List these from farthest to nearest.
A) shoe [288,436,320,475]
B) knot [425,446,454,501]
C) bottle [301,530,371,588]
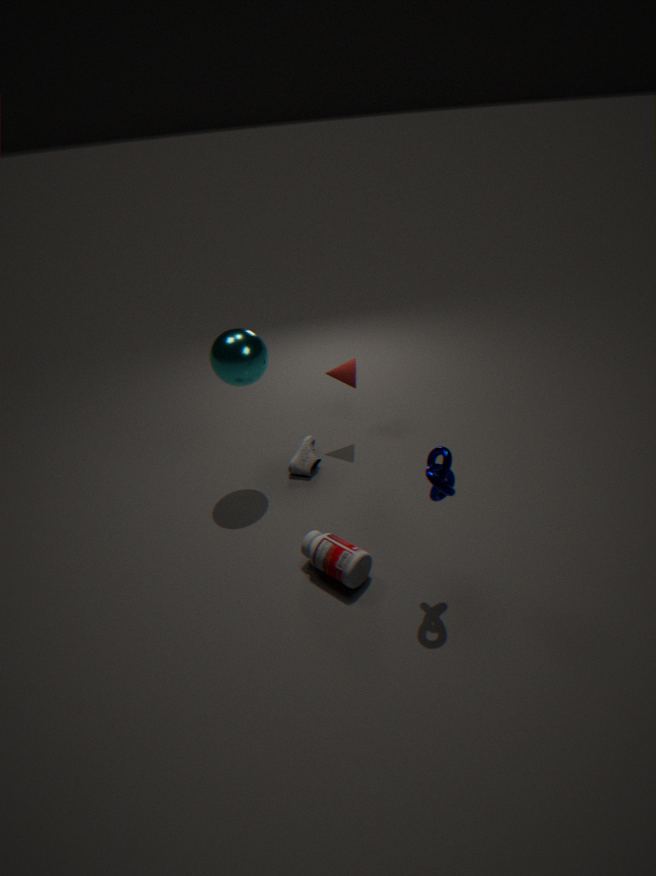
shoe [288,436,320,475] → bottle [301,530,371,588] → knot [425,446,454,501]
